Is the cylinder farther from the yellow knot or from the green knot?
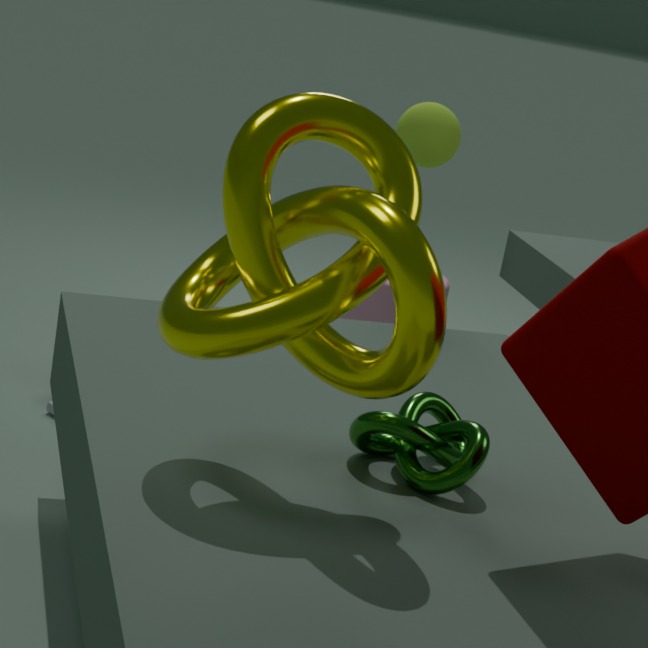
the yellow knot
